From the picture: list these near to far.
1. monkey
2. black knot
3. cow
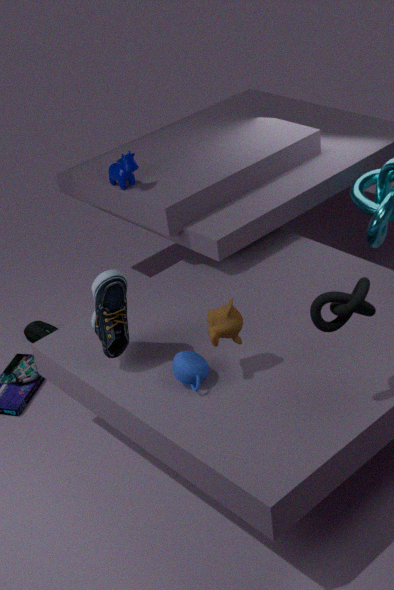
black knot
monkey
cow
